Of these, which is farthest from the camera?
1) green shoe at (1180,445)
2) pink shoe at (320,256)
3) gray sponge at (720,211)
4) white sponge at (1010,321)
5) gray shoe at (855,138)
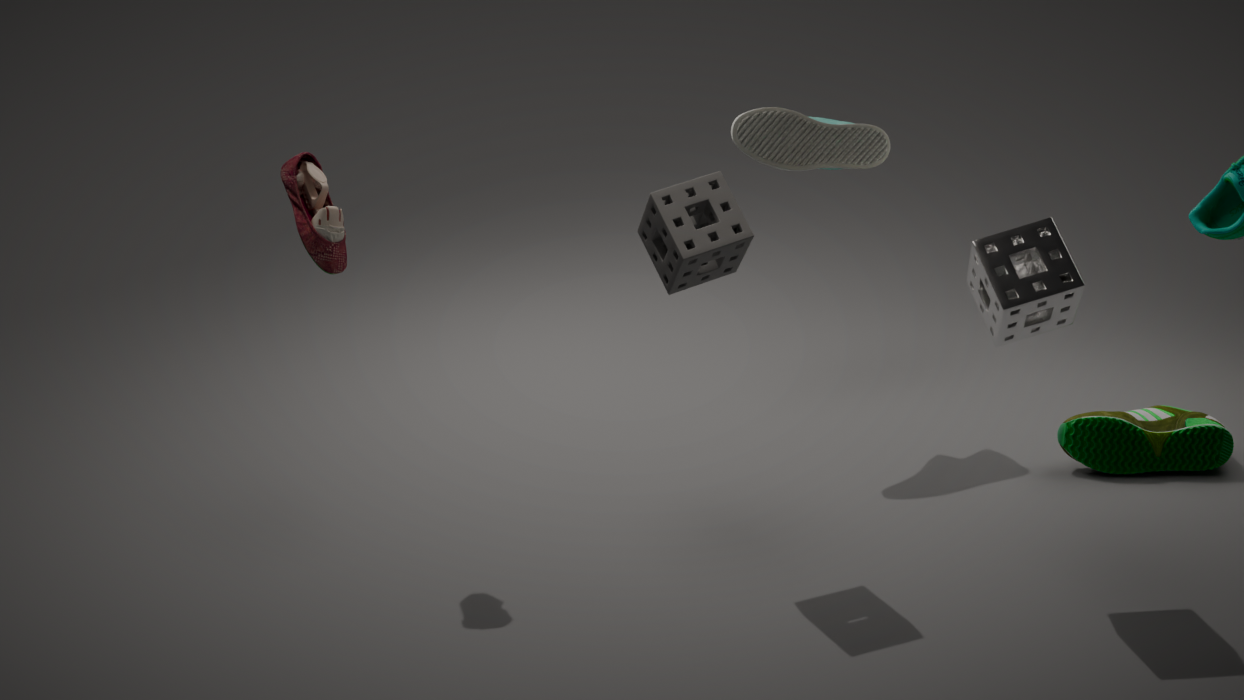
5. gray shoe at (855,138)
